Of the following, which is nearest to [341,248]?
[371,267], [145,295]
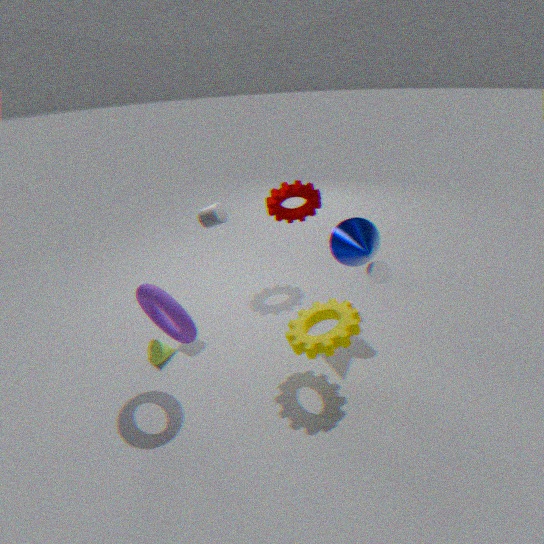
[371,267]
